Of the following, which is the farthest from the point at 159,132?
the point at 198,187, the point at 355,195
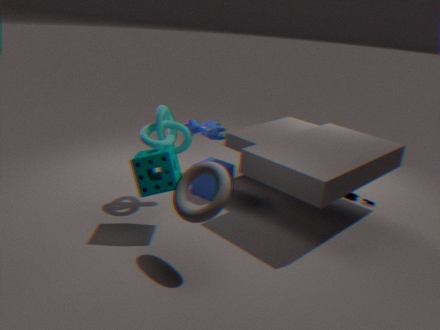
the point at 355,195
